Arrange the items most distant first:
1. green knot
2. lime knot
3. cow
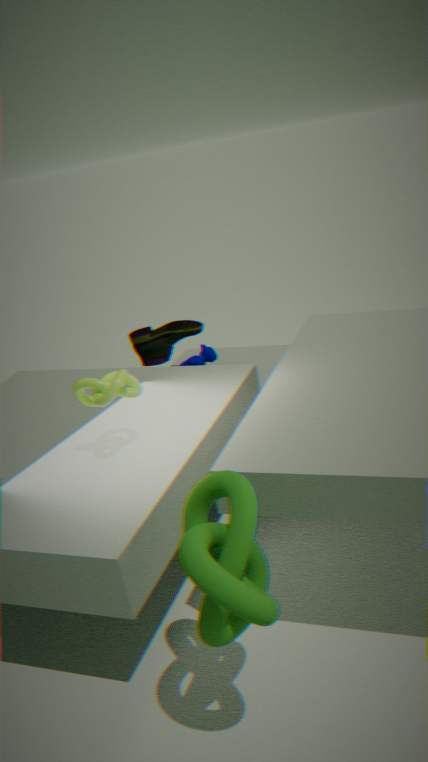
cow < lime knot < green knot
